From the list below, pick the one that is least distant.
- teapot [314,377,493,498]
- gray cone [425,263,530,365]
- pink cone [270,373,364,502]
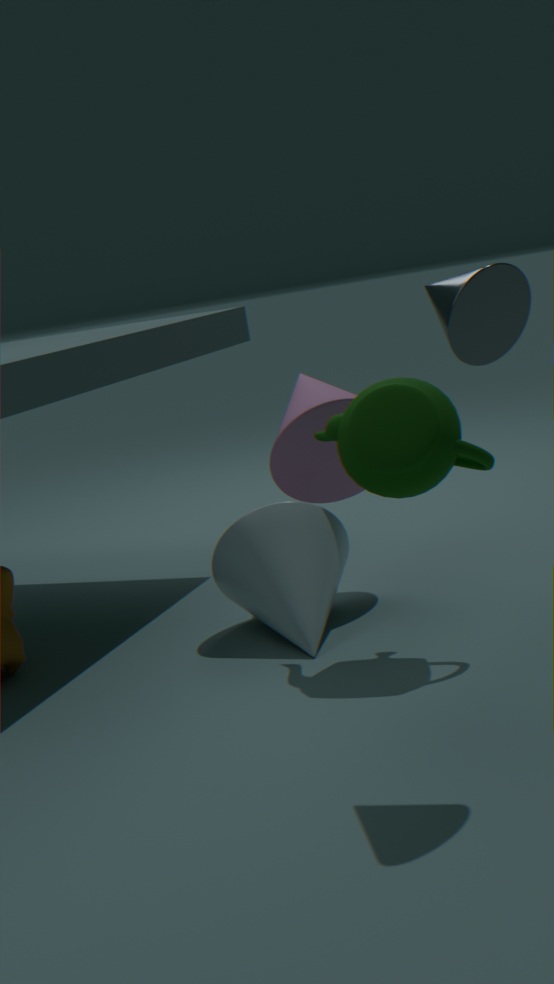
gray cone [425,263,530,365]
